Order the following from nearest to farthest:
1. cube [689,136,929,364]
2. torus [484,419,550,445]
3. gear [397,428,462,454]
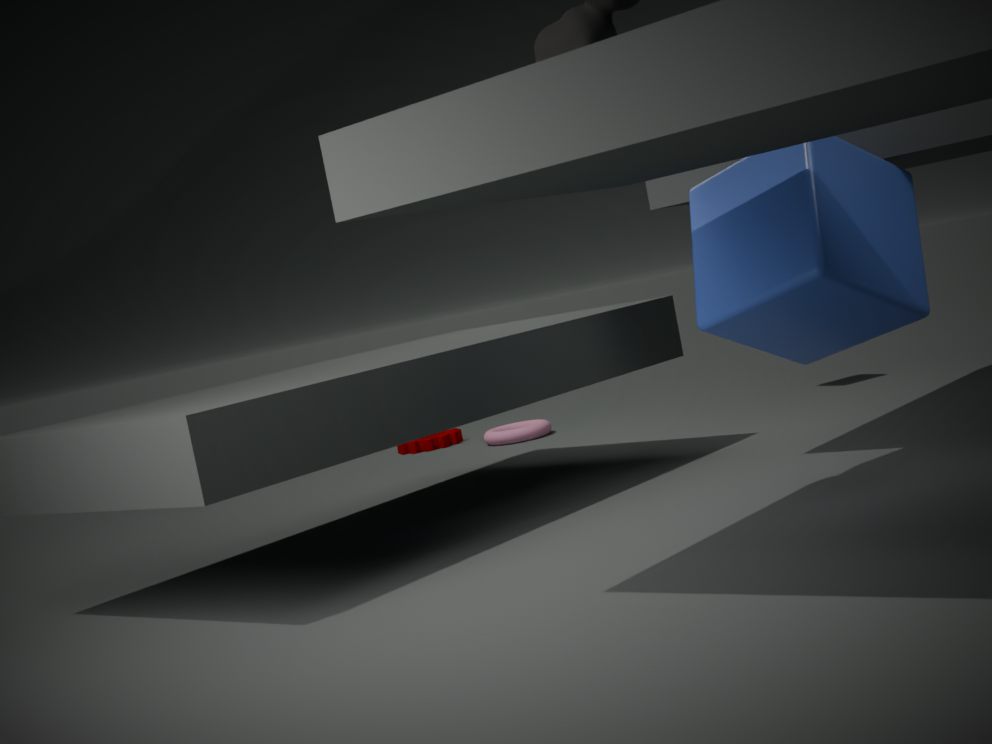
cube [689,136,929,364] < torus [484,419,550,445] < gear [397,428,462,454]
